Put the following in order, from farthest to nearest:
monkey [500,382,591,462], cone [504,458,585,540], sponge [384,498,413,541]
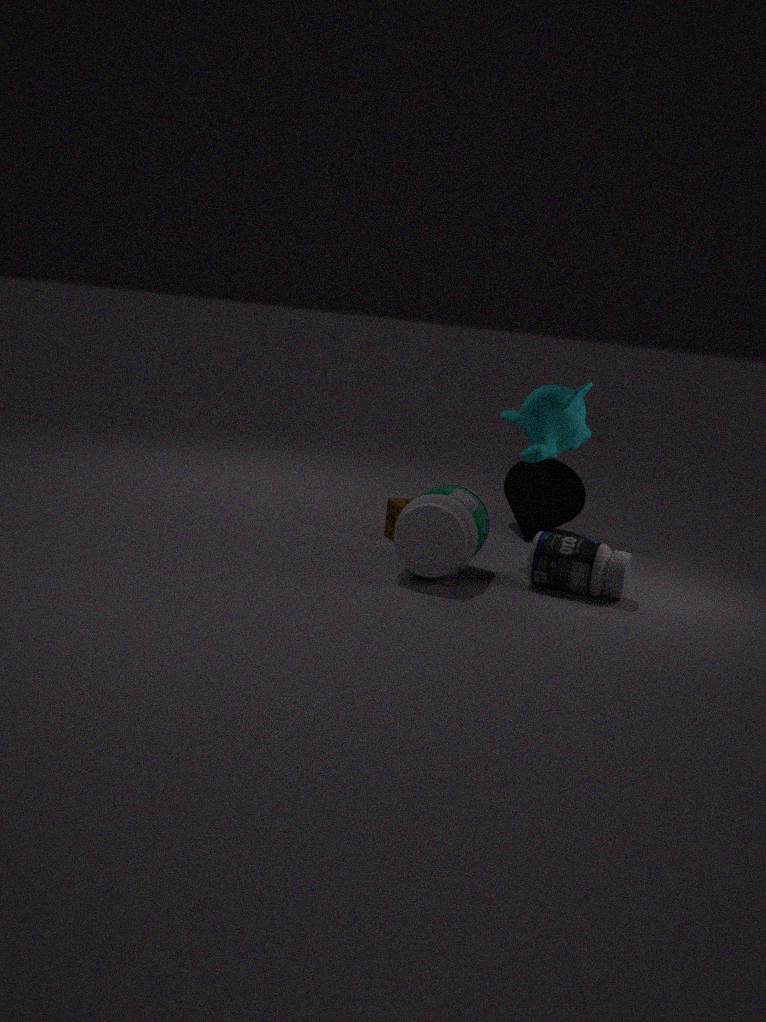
cone [504,458,585,540] → sponge [384,498,413,541] → monkey [500,382,591,462]
